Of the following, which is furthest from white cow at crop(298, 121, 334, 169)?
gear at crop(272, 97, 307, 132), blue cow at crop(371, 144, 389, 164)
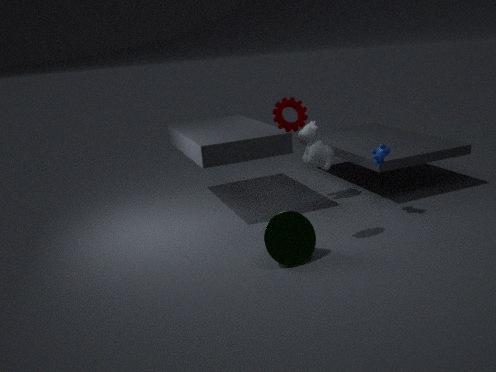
gear at crop(272, 97, 307, 132)
